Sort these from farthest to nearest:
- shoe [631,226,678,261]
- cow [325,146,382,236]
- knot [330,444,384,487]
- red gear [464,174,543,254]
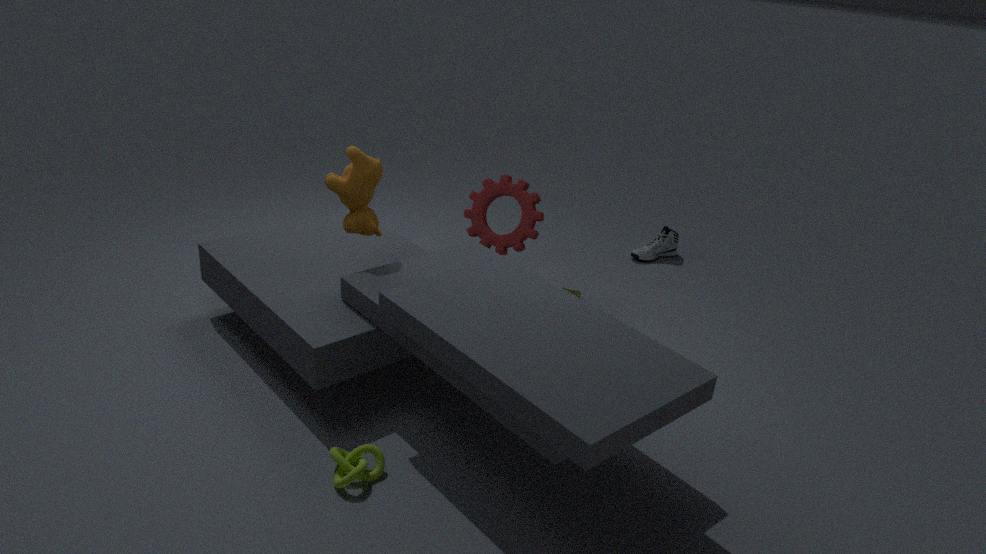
shoe [631,226,678,261] < red gear [464,174,543,254] < cow [325,146,382,236] < knot [330,444,384,487]
